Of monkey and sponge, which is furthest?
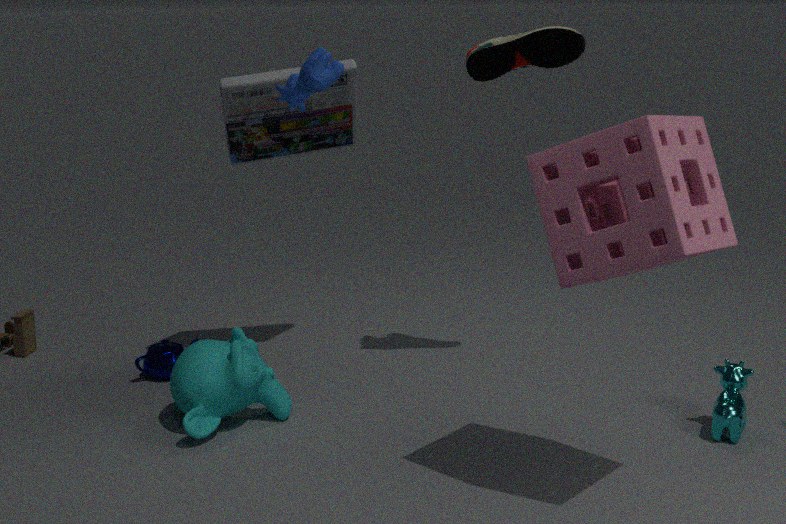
monkey
